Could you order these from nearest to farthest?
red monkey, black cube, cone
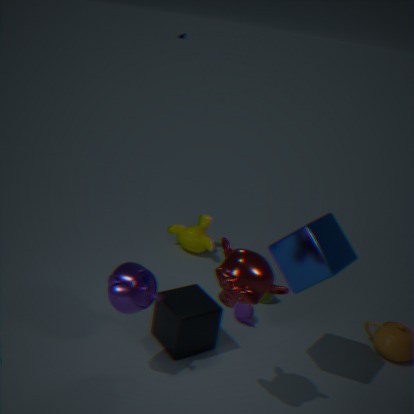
red monkey → black cube → cone
